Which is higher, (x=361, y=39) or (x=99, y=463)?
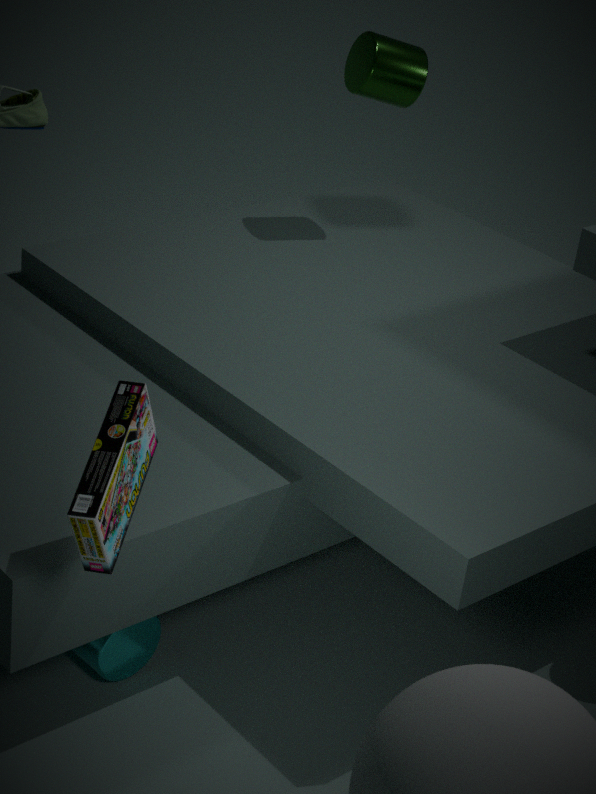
(x=361, y=39)
